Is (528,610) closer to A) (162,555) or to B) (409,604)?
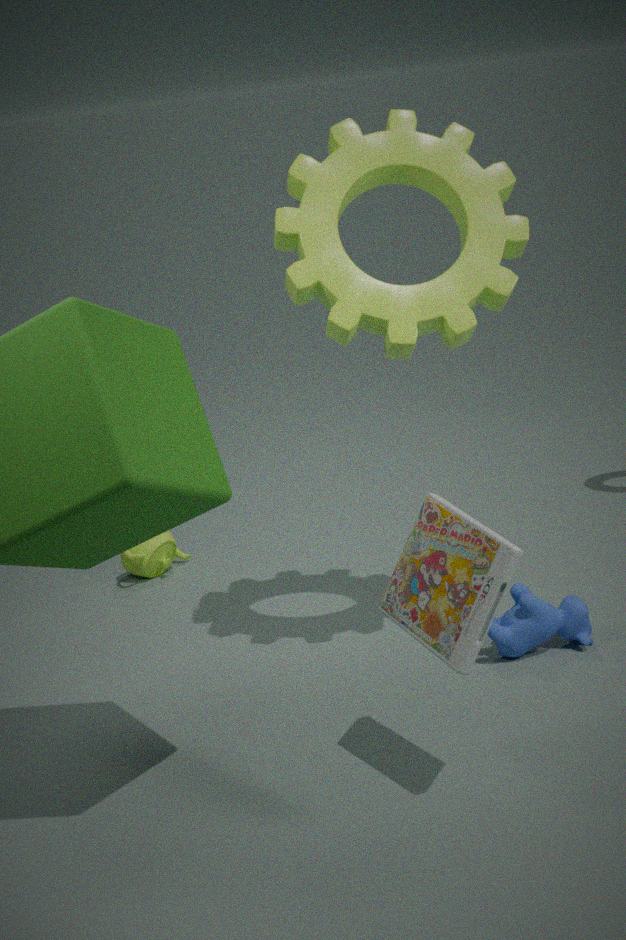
B) (409,604)
